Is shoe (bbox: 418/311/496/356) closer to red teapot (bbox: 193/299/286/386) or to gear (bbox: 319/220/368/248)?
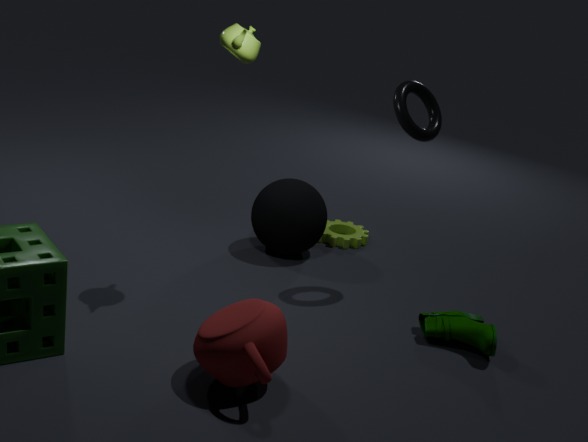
red teapot (bbox: 193/299/286/386)
